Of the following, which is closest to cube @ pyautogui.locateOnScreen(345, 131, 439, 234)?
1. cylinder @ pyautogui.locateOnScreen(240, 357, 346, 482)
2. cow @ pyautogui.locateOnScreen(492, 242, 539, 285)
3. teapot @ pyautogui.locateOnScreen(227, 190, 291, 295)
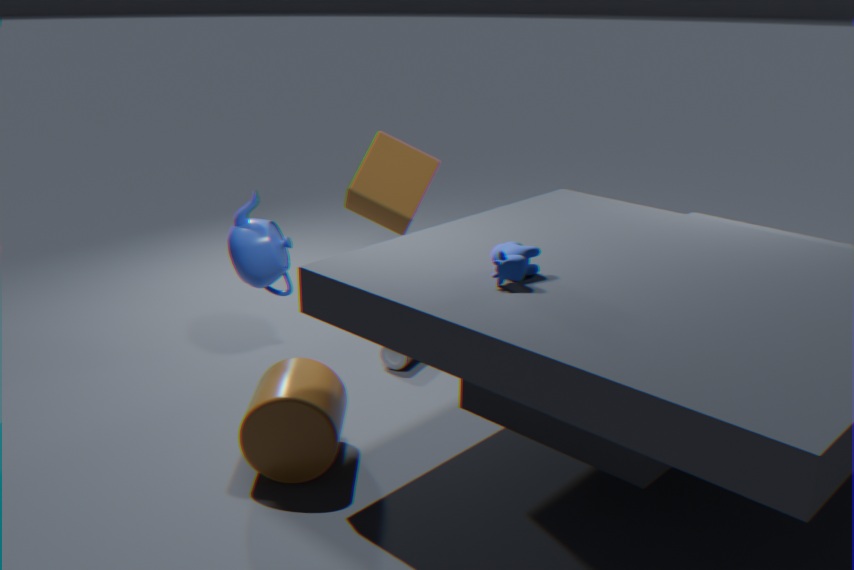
teapot @ pyautogui.locateOnScreen(227, 190, 291, 295)
